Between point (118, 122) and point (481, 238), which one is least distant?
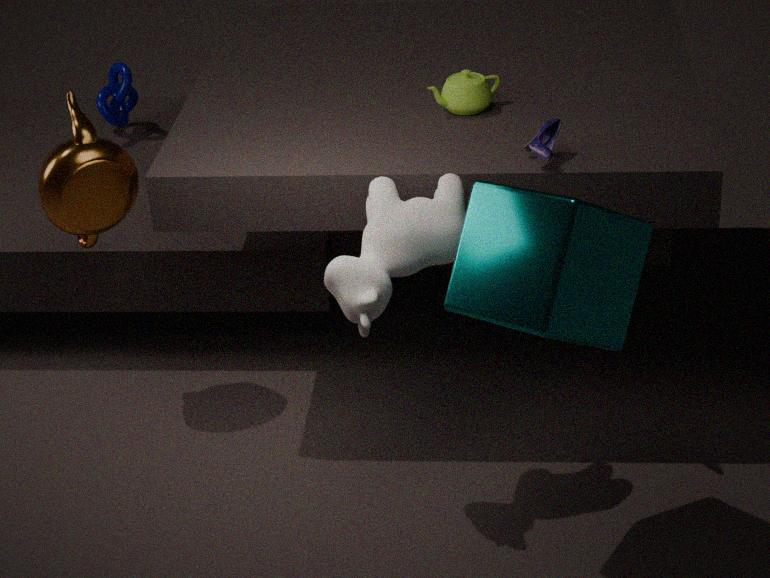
point (481, 238)
